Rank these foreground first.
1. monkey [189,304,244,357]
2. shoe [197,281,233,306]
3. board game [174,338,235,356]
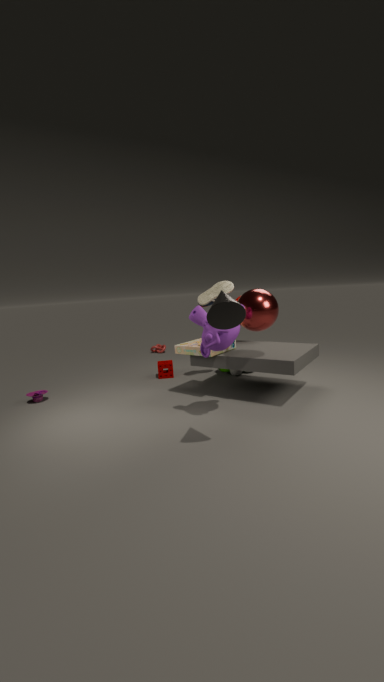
monkey [189,304,244,357], board game [174,338,235,356], shoe [197,281,233,306]
